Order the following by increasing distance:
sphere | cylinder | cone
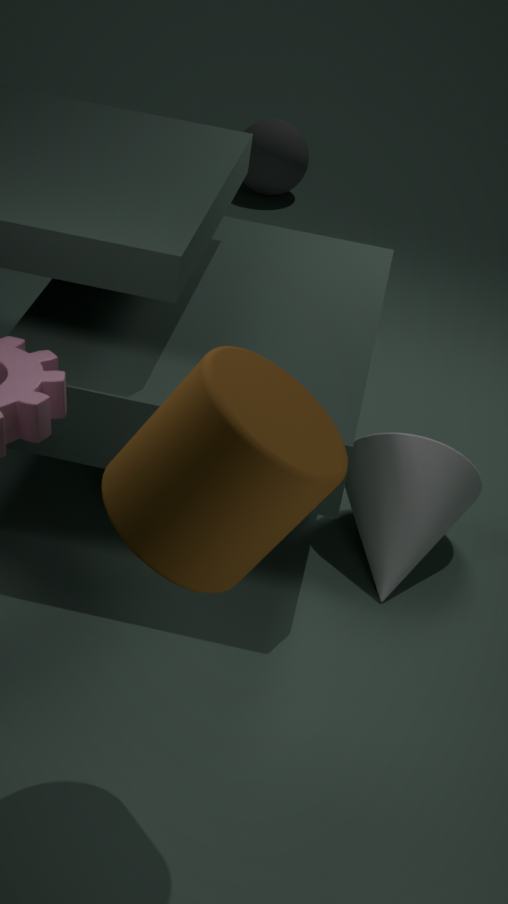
cylinder < cone < sphere
